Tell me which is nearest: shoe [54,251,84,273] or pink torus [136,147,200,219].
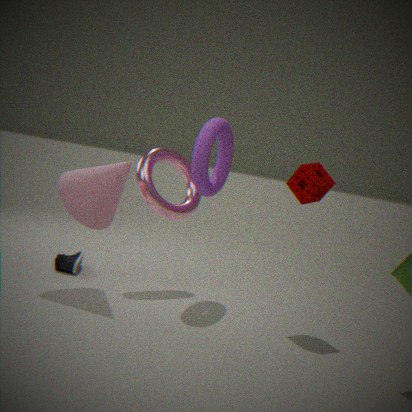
pink torus [136,147,200,219]
